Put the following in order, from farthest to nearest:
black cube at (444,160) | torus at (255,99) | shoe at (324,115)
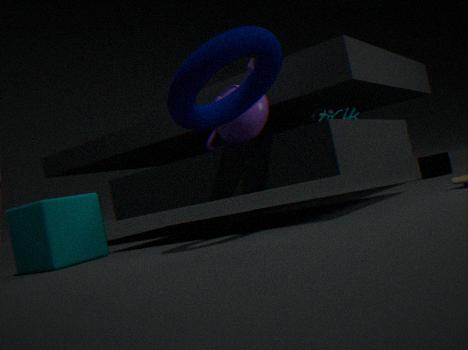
black cube at (444,160)
shoe at (324,115)
torus at (255,99)
